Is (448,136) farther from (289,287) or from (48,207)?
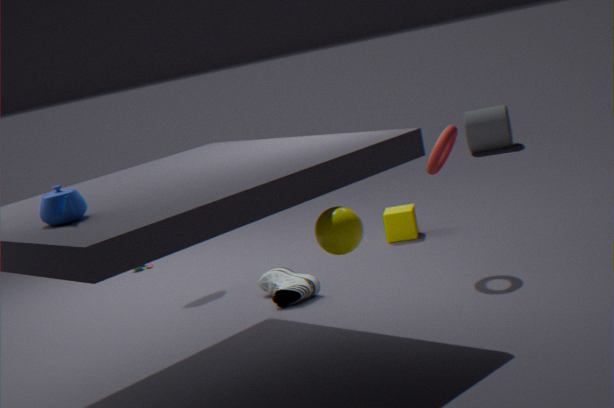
(48,207)
